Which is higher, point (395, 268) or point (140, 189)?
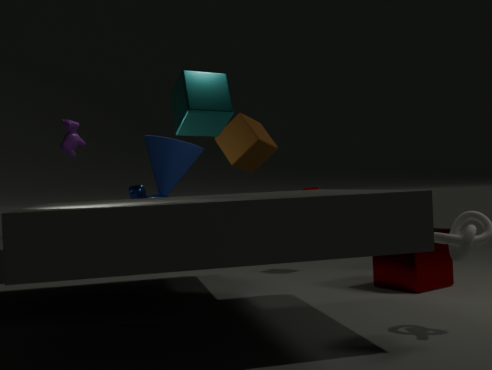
point (140, 189)
